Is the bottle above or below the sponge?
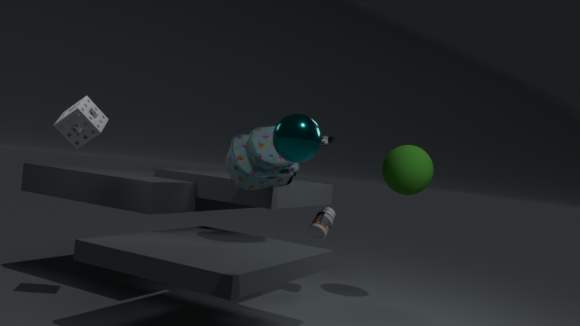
below
